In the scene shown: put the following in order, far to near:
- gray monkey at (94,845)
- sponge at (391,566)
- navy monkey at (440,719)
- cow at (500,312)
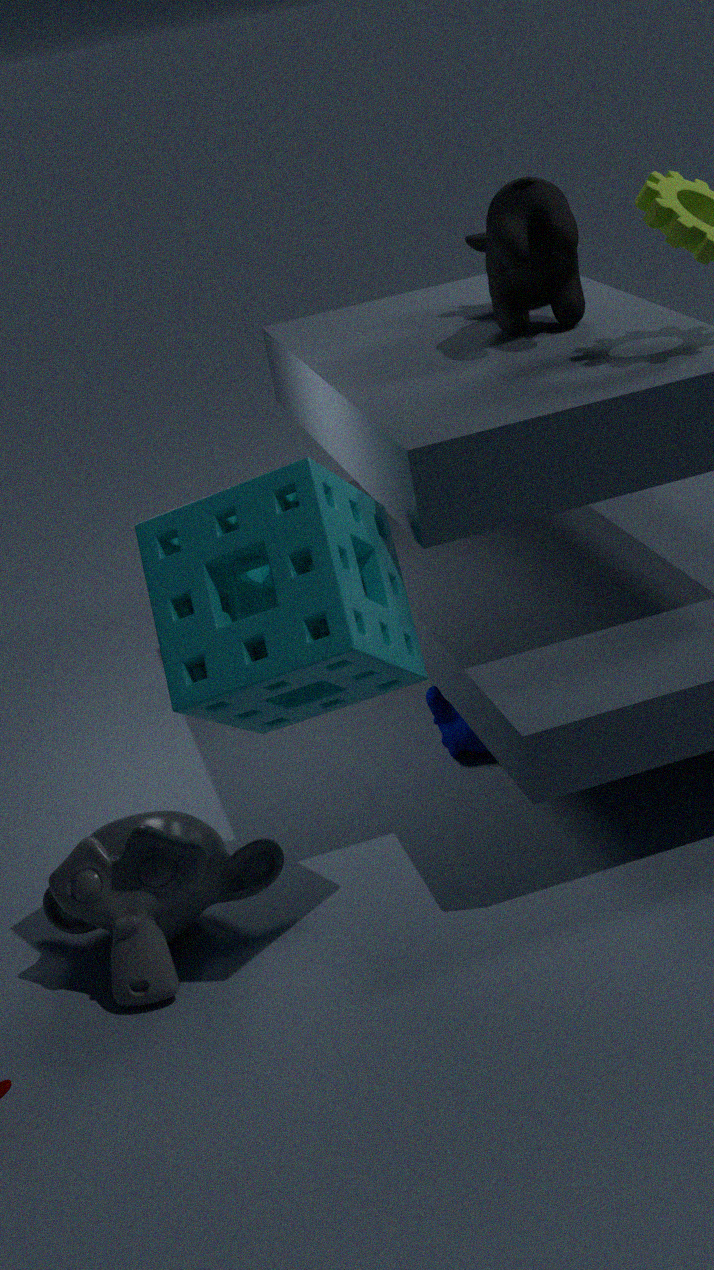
navy monkey at (440,719) < cow at (500,312) < gray monkey at (94,845) < sponge at (391,566)
